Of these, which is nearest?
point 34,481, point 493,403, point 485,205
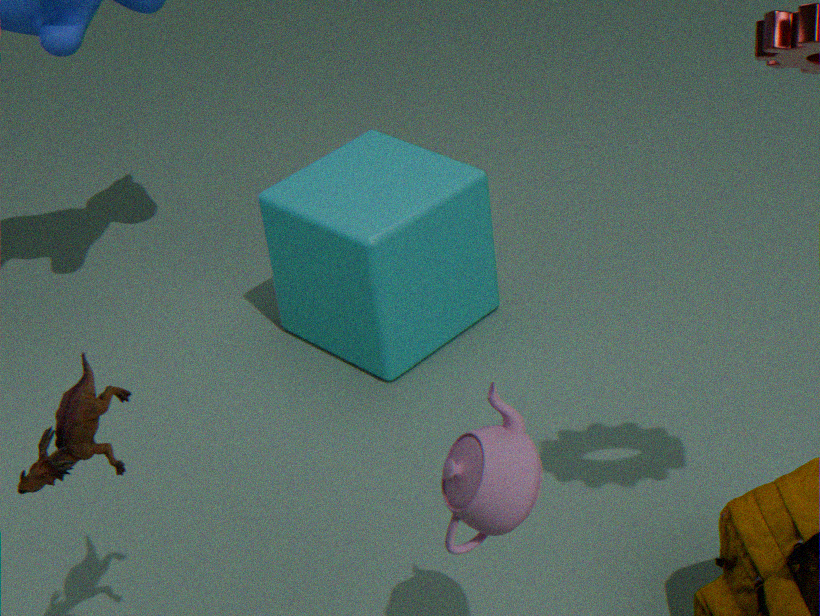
point 493,403
